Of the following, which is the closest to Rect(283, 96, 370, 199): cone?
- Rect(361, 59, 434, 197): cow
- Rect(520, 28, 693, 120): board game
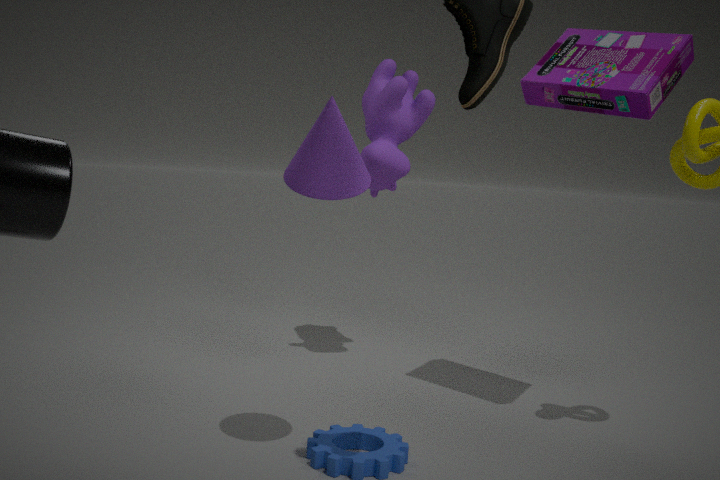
Rect(520, 28, 693, 120): board game
